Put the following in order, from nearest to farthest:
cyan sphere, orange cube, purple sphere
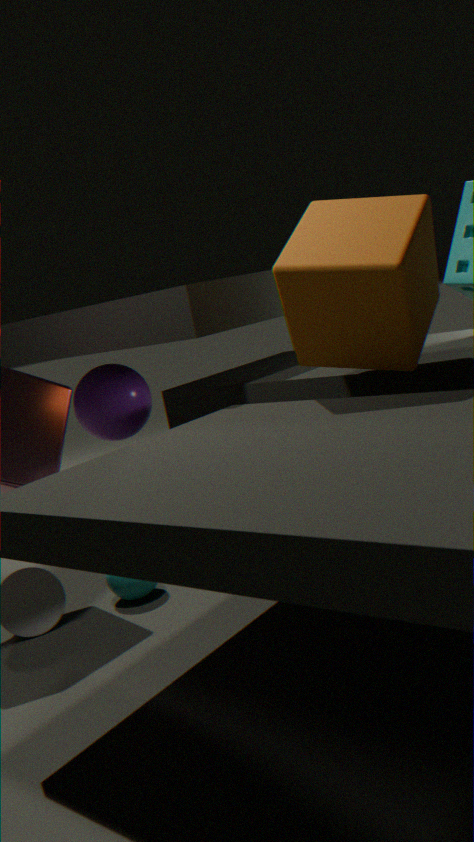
orange cube
cyan sphere
purple sphere
